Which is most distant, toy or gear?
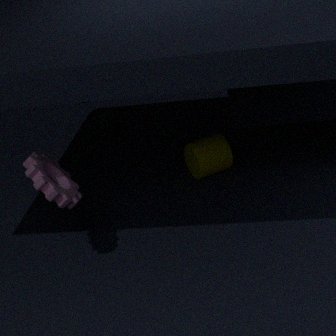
toy
